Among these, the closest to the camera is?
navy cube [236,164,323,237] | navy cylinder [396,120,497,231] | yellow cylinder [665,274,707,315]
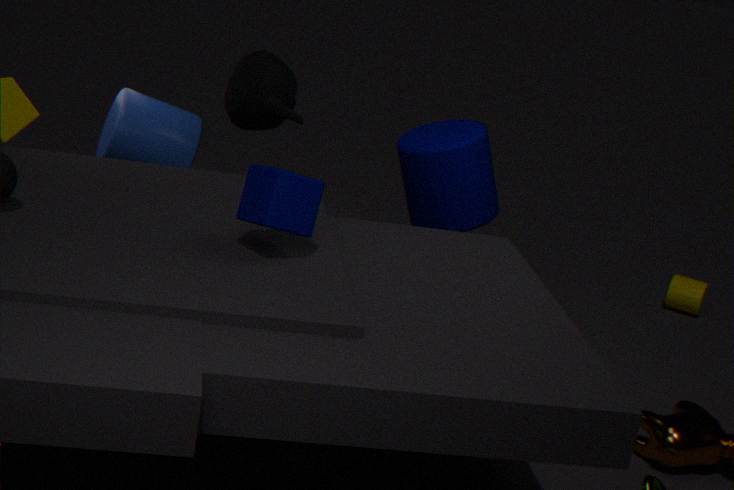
navy cube [236,164,323,237]
